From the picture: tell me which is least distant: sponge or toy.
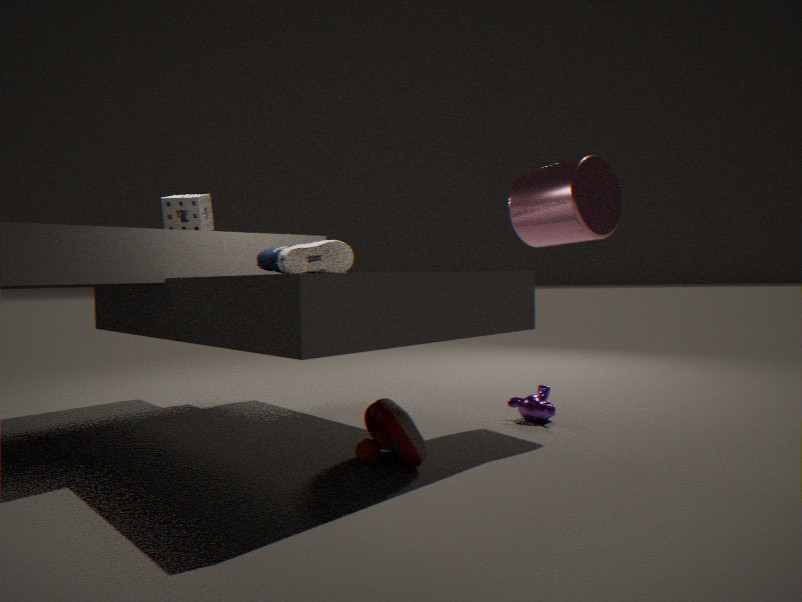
toy
